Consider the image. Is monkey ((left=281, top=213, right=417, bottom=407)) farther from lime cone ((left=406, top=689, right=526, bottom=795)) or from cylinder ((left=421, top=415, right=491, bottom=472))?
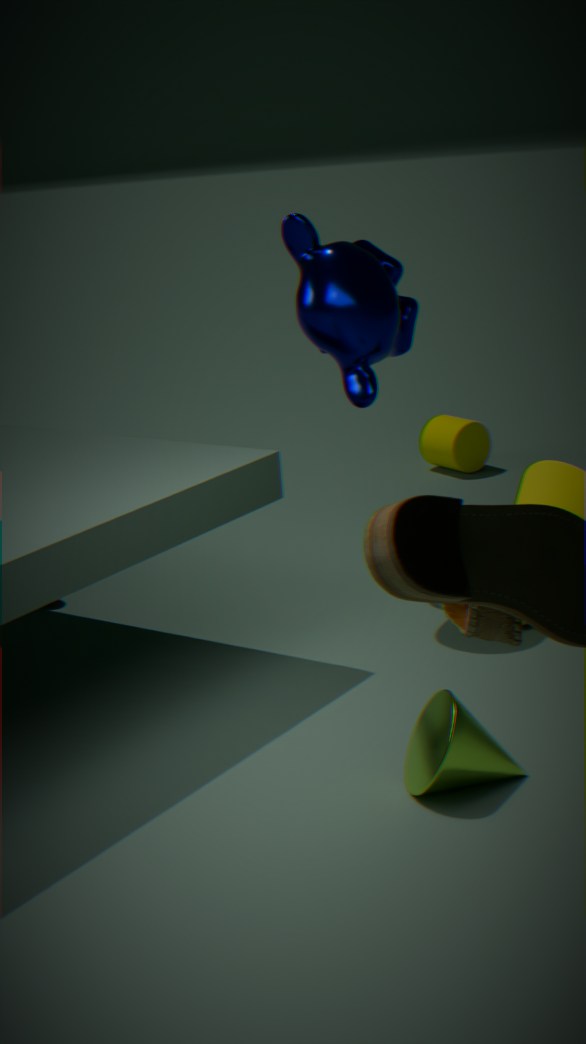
cylinder ((left=421, top=415, right=491, bottom=472))
